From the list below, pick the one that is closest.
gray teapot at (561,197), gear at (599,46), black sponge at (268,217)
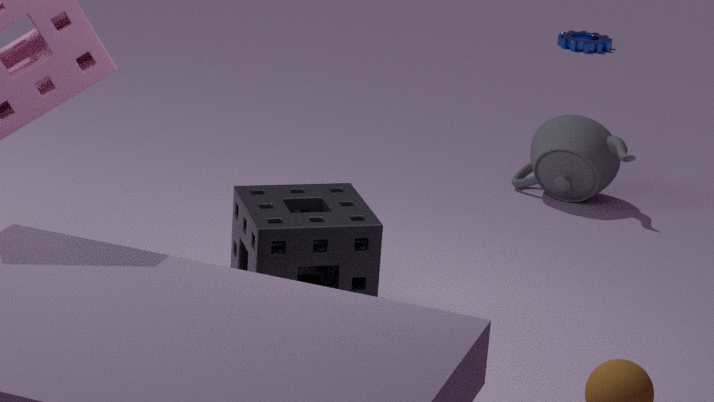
black sponge at (268,217)
